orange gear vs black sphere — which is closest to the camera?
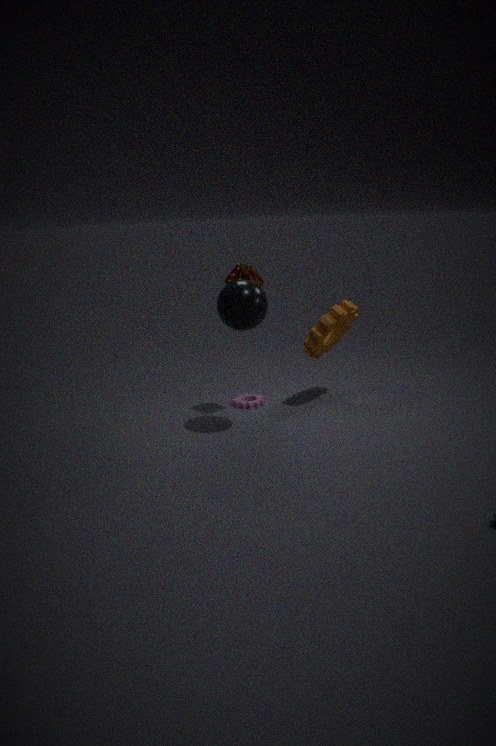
black sphere
